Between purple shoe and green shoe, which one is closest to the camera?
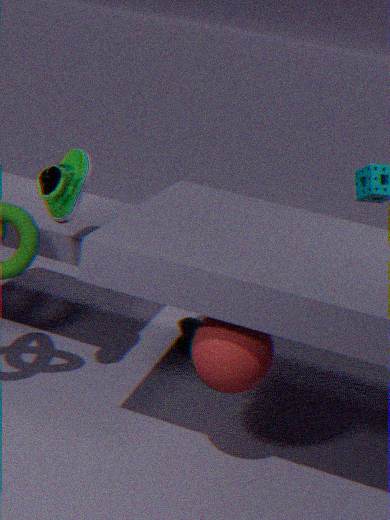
green shoe
